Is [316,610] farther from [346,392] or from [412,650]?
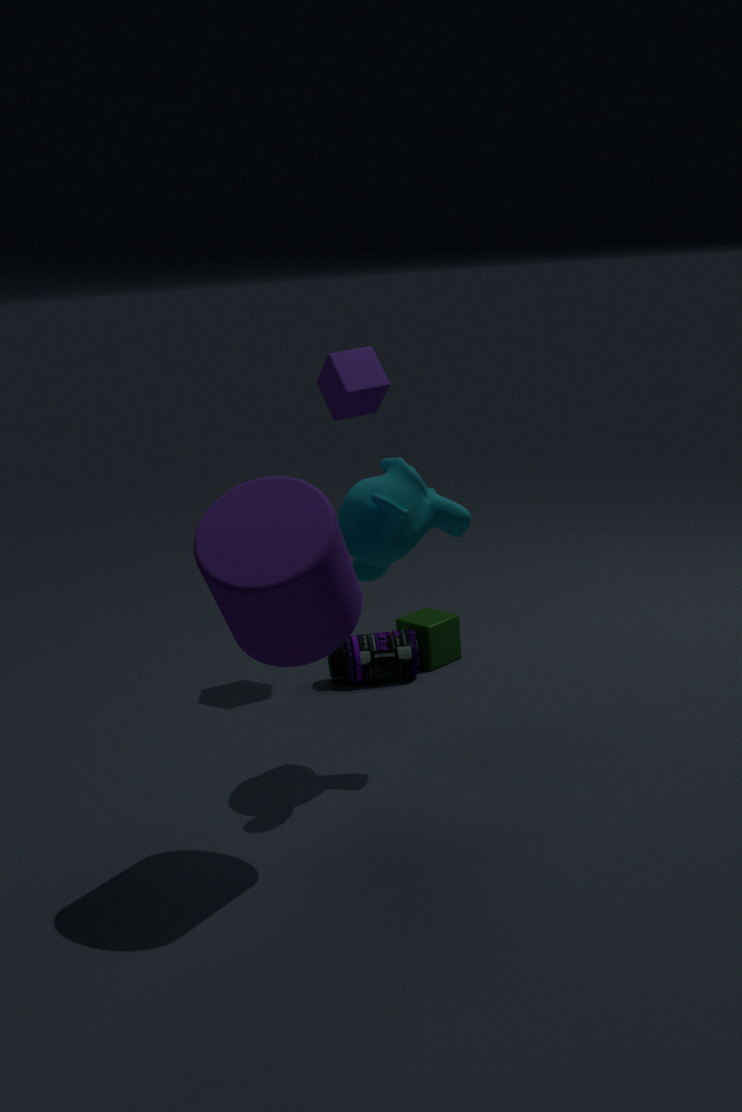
[412,650]
